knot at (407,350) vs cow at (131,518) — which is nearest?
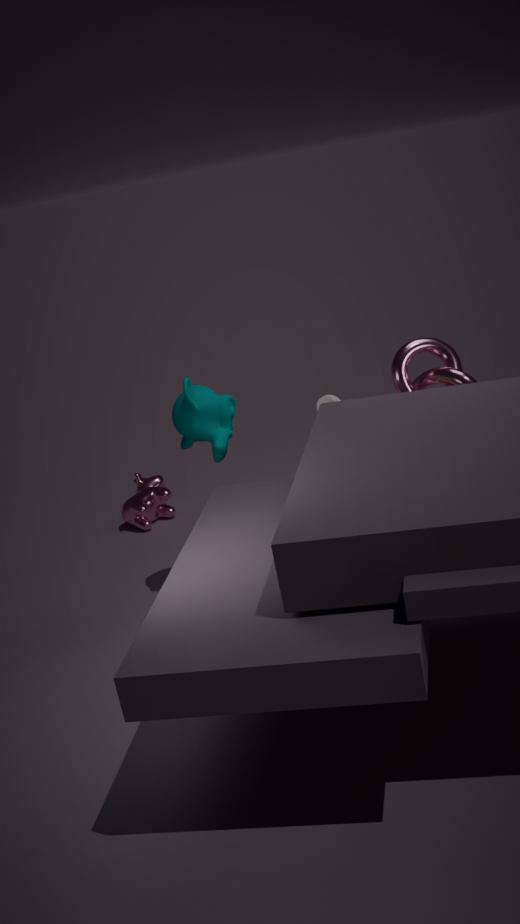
knot at (407,350)
